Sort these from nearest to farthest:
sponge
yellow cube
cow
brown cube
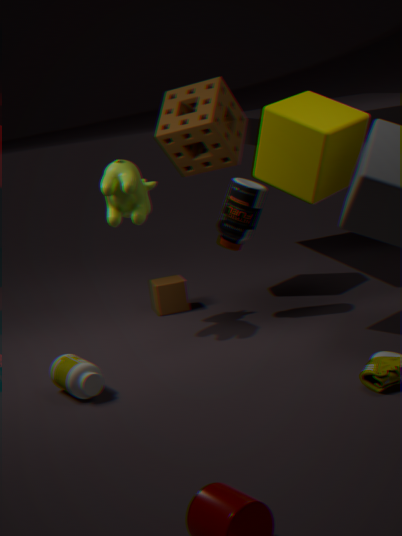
yellow cube, cow, sponge, brown cube
